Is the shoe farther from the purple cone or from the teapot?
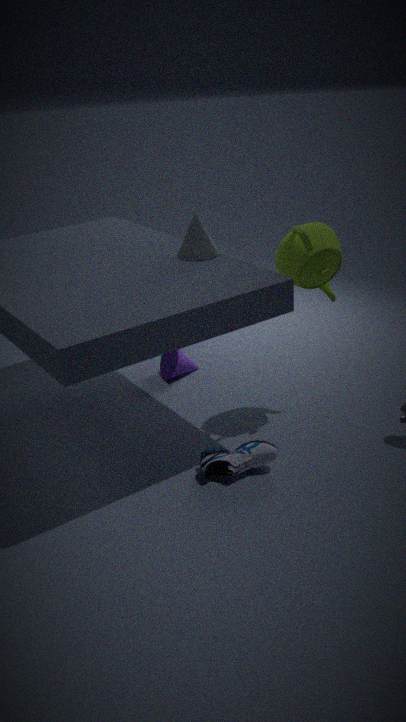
the purple cone
